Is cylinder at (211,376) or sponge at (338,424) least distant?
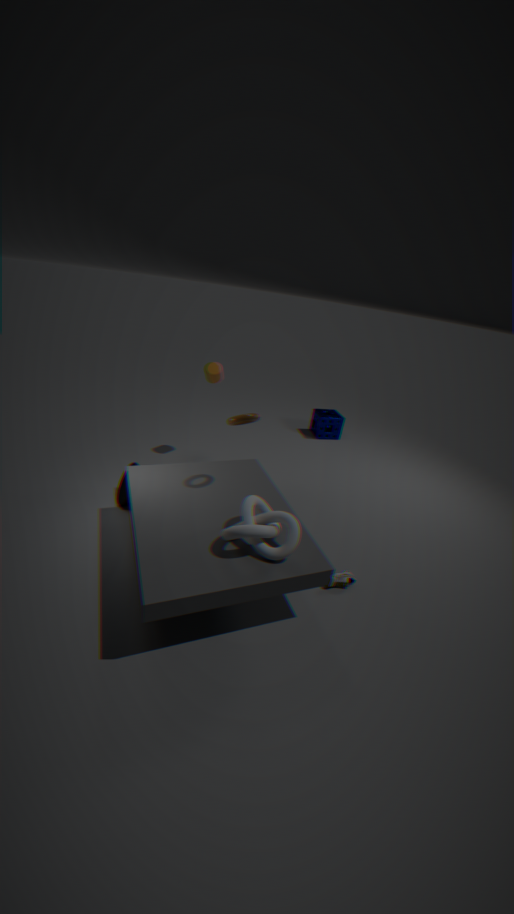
cylinder at (211,376)
